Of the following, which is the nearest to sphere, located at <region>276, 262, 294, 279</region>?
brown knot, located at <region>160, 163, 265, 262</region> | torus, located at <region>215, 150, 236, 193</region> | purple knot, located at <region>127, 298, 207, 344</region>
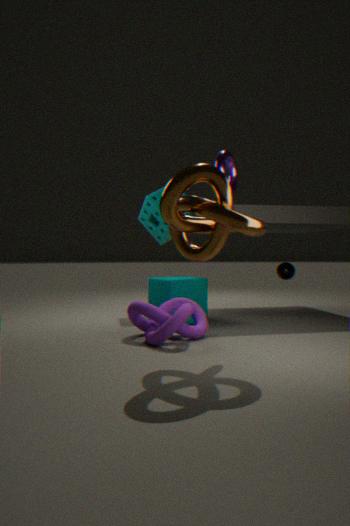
purple knot, located at <region>127, 298, 207, 344</region>
